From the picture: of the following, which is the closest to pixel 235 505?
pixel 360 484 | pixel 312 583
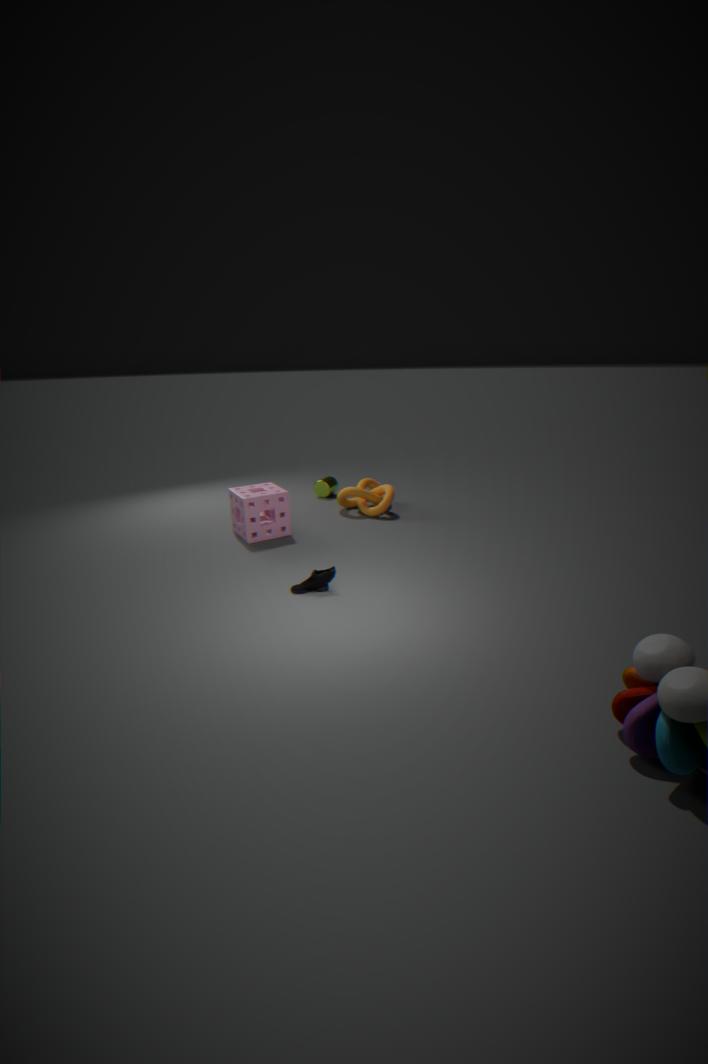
pixel 360 484
